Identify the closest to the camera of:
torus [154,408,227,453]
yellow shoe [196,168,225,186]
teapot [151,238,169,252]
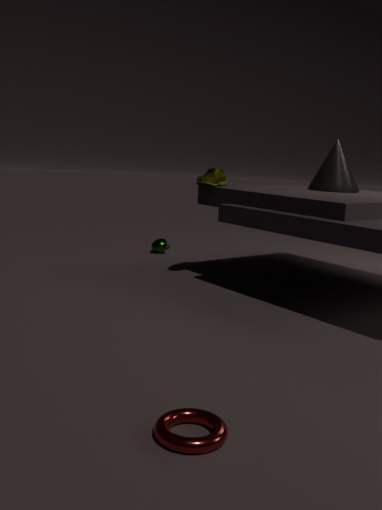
torus [154,408,227,453]
